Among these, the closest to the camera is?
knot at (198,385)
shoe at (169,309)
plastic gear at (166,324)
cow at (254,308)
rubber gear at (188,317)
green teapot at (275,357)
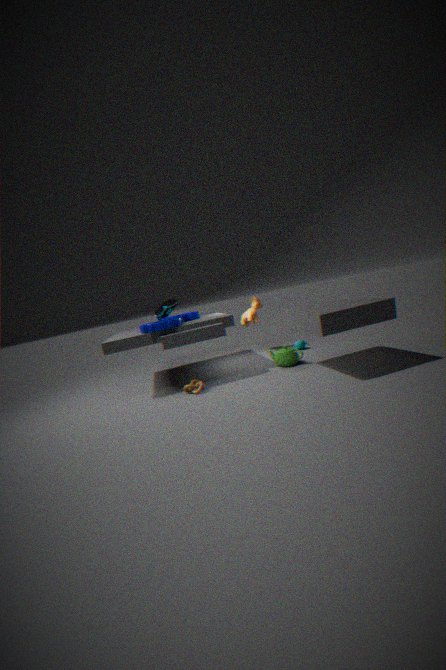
knot at (198,385)
